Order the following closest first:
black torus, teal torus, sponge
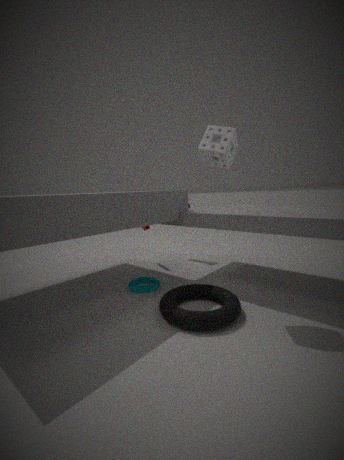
black torus, sponge, teal torus
